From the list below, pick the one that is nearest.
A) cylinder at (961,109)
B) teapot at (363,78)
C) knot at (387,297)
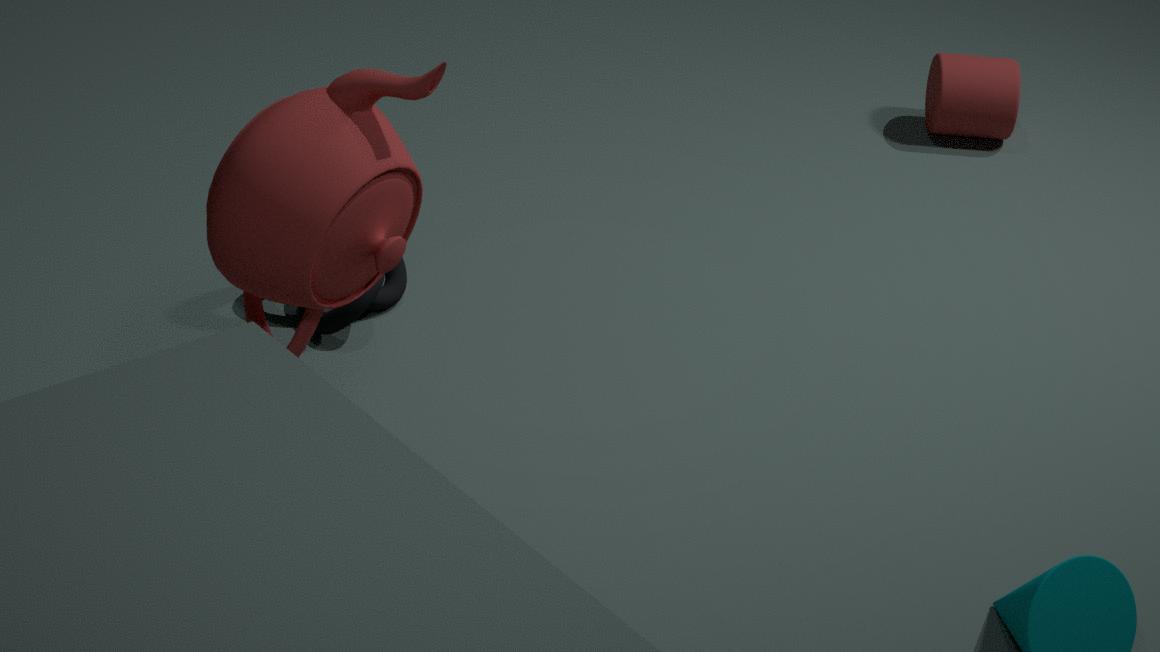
B. teapot at (363,78)
